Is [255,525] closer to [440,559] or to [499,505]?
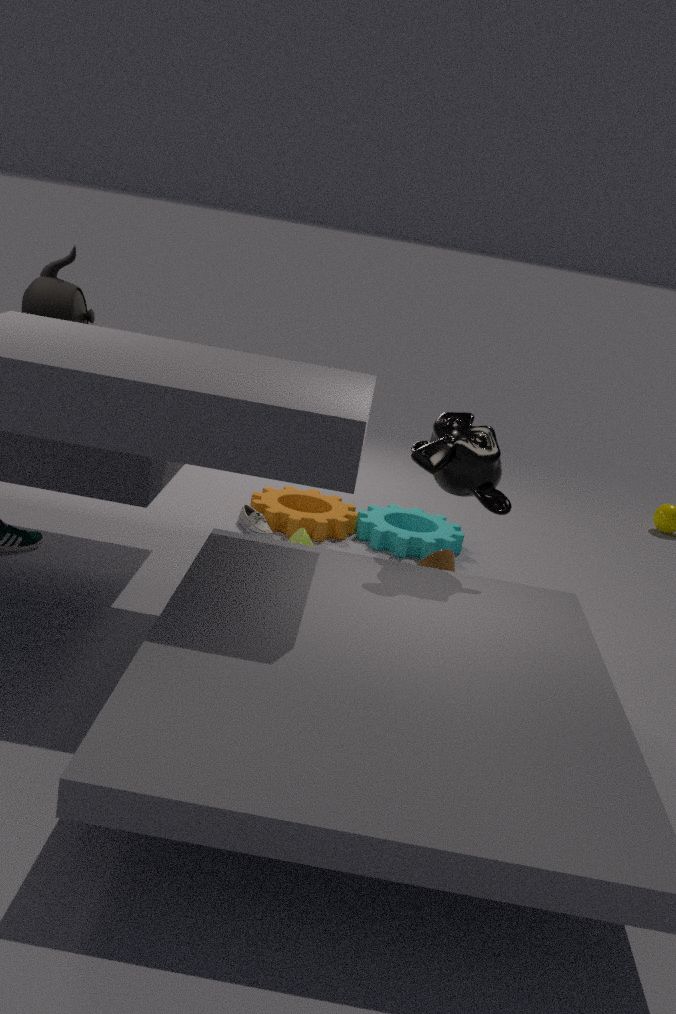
[440,559]
